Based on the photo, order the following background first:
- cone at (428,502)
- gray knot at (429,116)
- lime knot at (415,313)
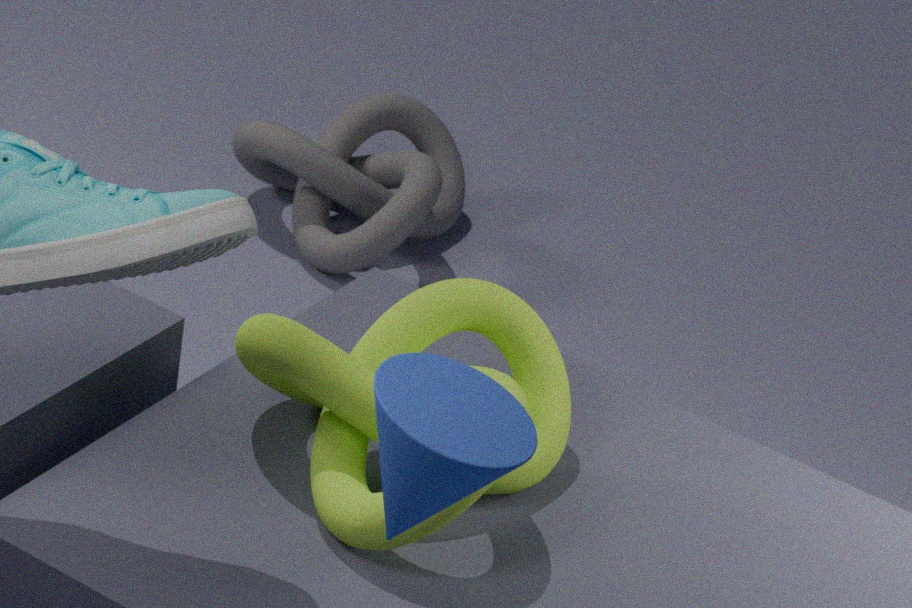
gray knot at (429,116), lime knot at (415,313), cone at (428,502)
